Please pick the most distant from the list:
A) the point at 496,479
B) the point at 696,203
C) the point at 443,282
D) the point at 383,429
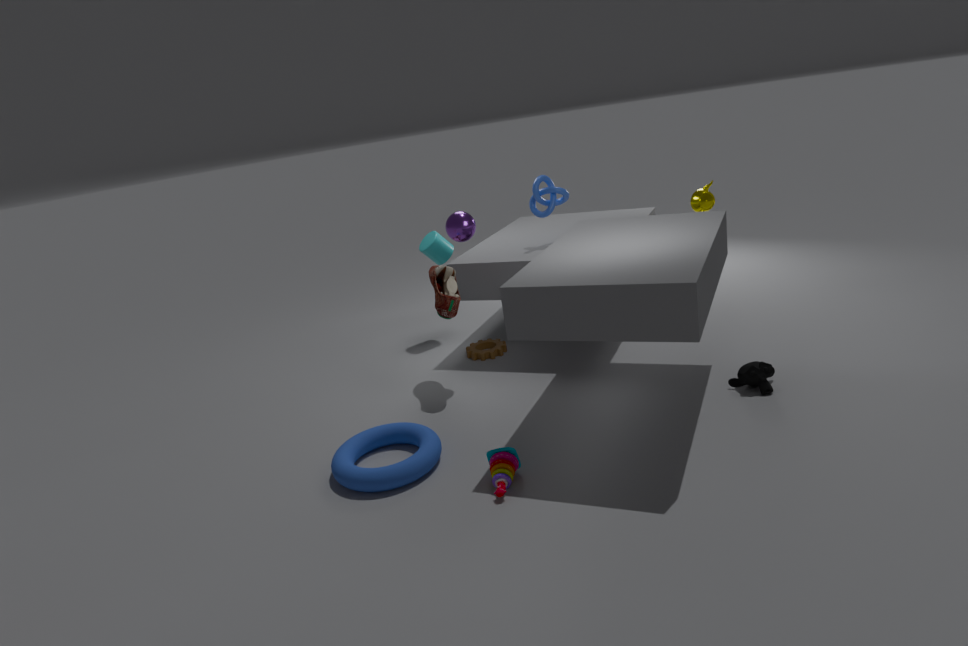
the point at 696,203
